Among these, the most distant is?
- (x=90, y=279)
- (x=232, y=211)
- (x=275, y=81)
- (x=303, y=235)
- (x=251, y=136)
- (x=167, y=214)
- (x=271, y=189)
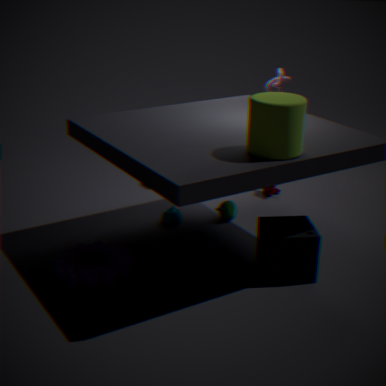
(x=271, y=189)
